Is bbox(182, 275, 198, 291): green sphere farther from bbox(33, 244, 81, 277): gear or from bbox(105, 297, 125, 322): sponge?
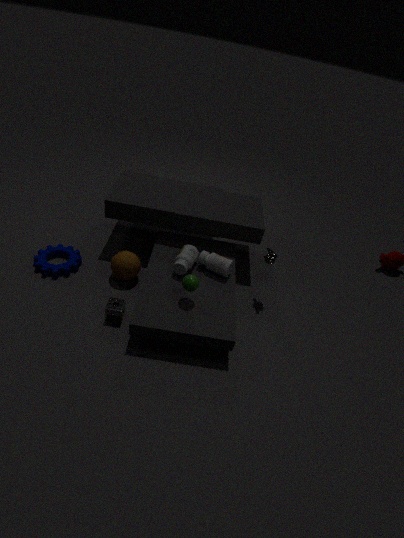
bbox(33, 244, 81, 277): gear
